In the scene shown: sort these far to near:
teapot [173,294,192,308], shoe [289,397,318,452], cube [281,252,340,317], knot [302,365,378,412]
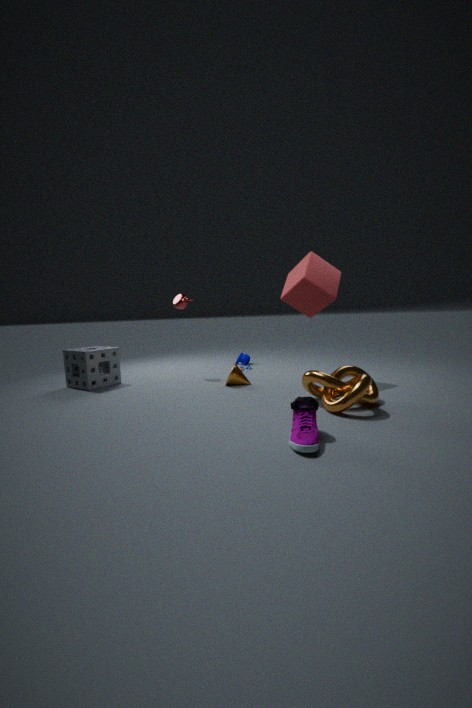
teapot [173,294,192,308] < cube [281,252,340,317] < knot [302,365,378,412] < shoe [289,397,318,452]
